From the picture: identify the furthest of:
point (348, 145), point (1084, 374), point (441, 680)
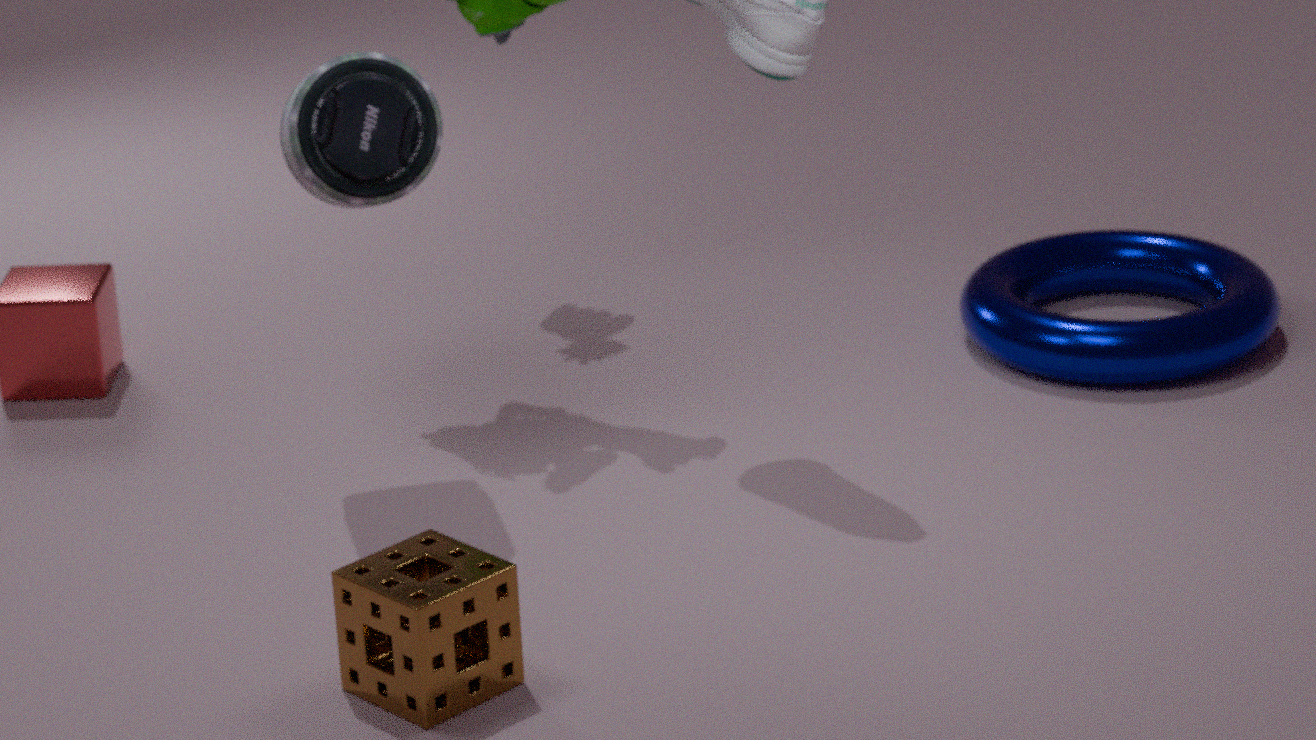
point (1084, 374)
